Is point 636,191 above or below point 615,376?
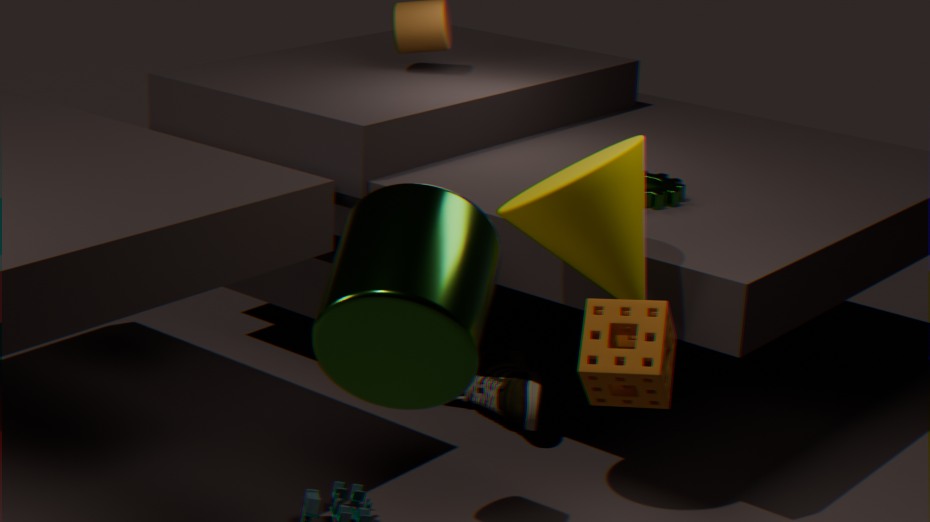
above
